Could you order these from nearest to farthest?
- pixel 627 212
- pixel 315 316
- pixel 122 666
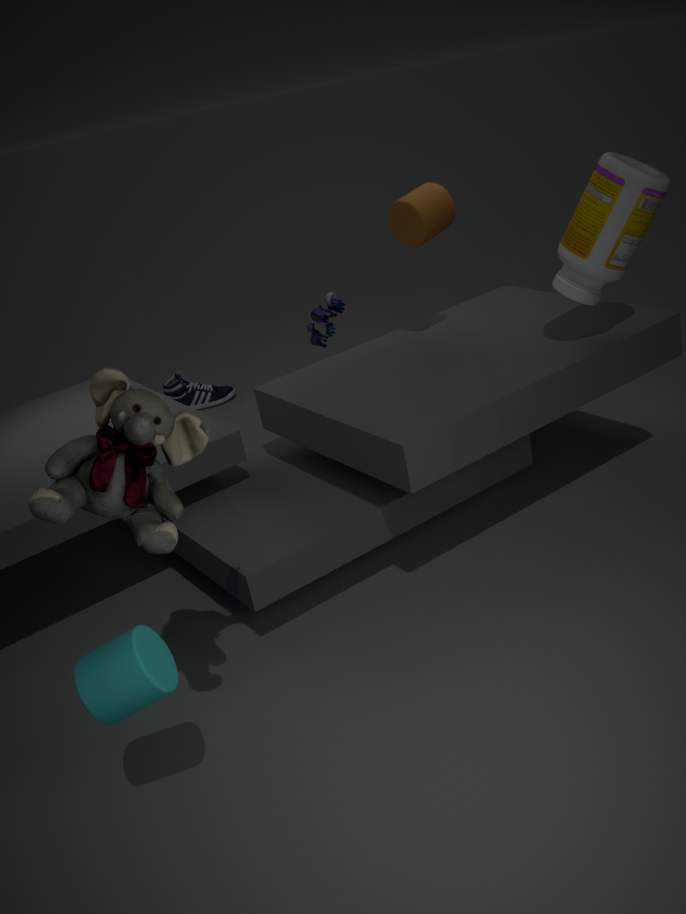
pixel 122 666
pixel 627 212
pixel 315 316
